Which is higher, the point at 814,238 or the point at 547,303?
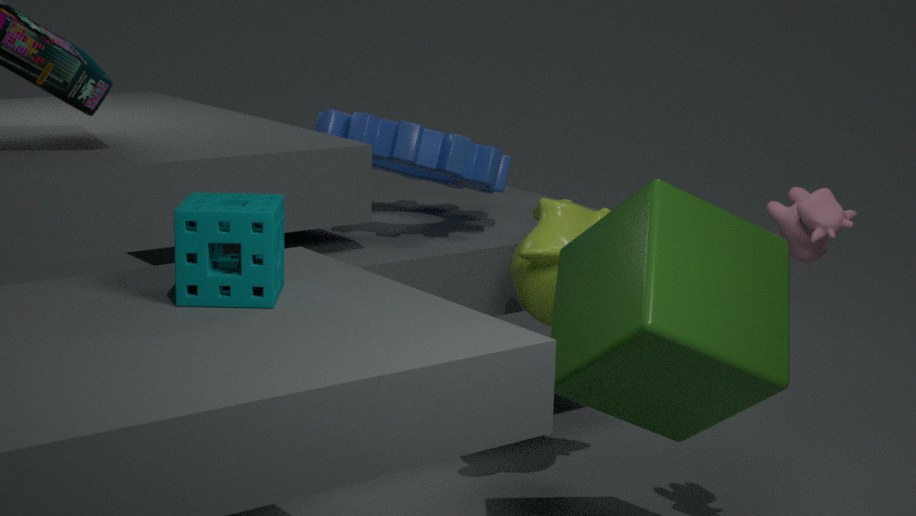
the point at 814,238
